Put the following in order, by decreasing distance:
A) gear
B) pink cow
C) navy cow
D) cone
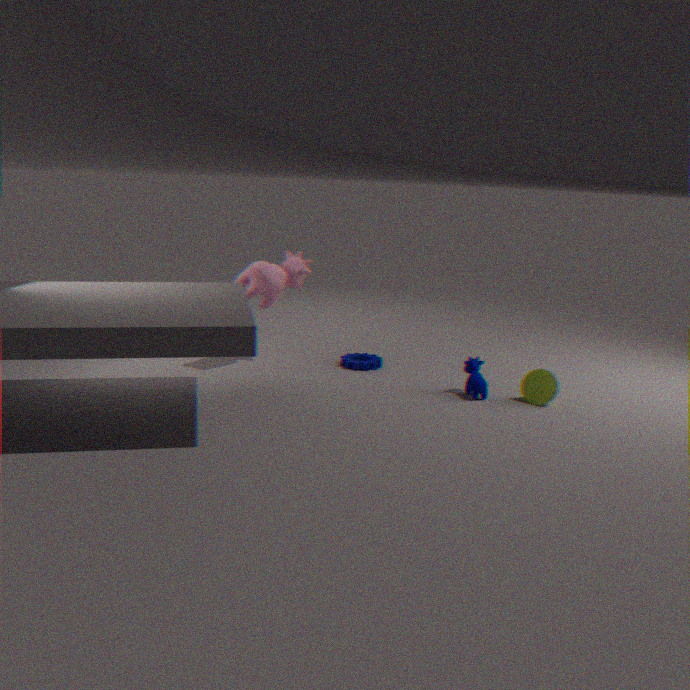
gear, pink cow, navy cow, cone
